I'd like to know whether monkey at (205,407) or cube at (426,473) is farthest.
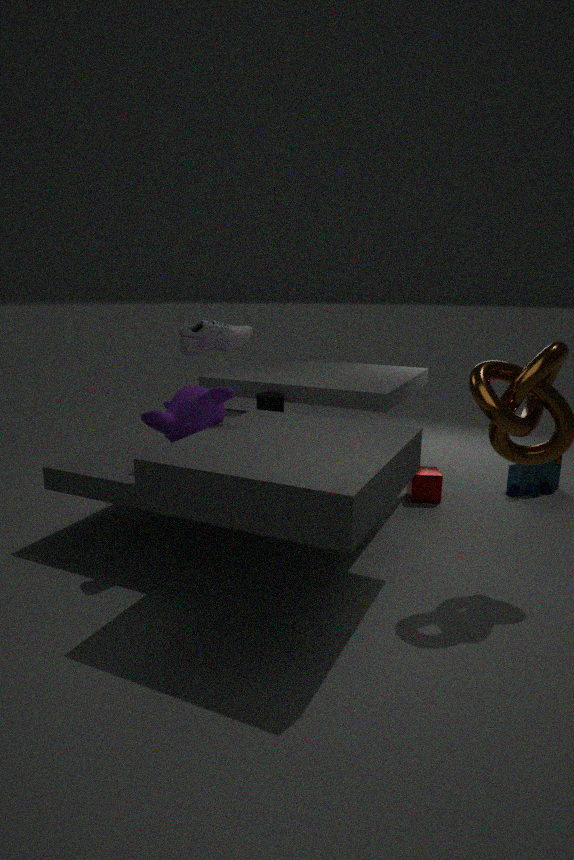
cube at (426,473)
